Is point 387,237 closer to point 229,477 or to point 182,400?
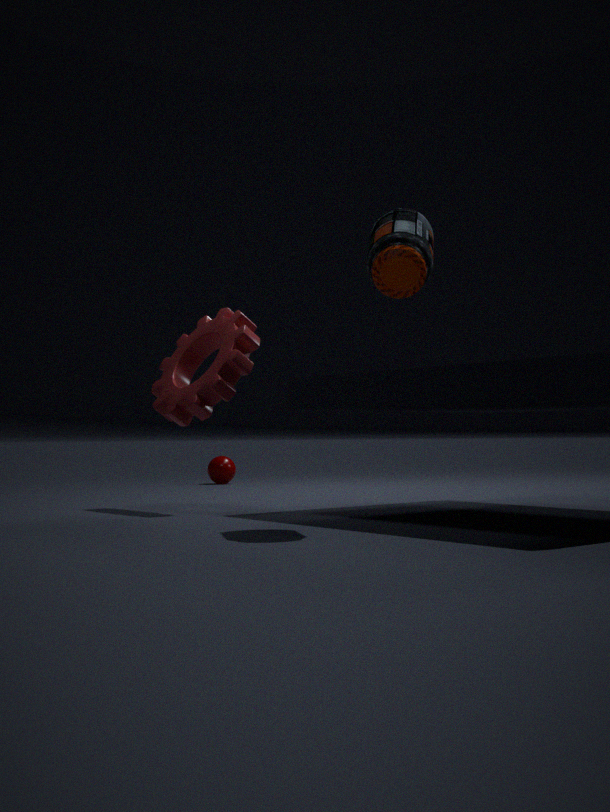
point 182,400
